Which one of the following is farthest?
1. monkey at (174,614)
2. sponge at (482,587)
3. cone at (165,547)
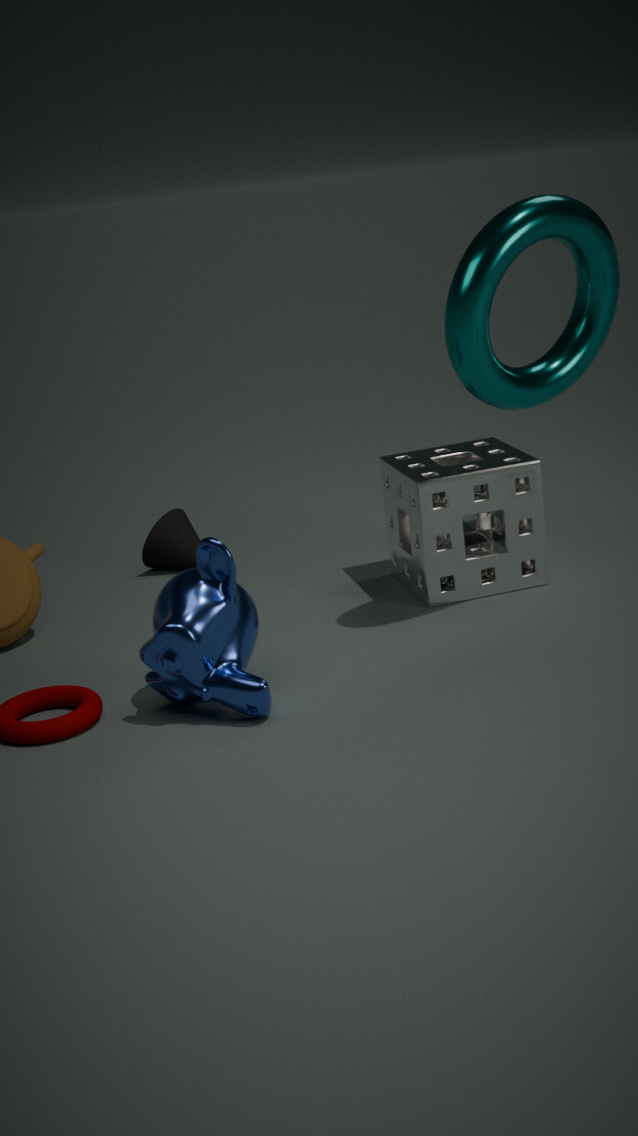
cone at (165,547)
